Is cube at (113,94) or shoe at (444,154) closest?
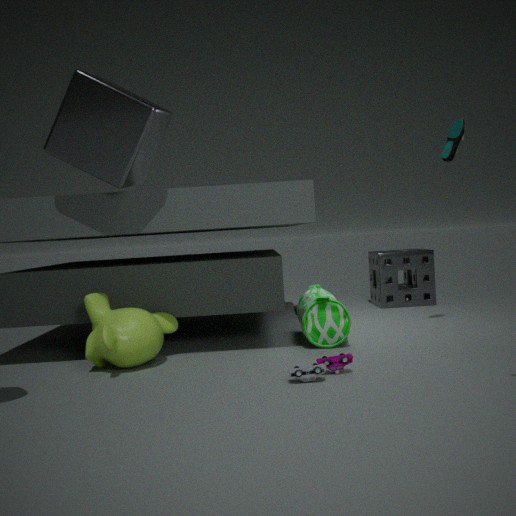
cube at (113,94)
